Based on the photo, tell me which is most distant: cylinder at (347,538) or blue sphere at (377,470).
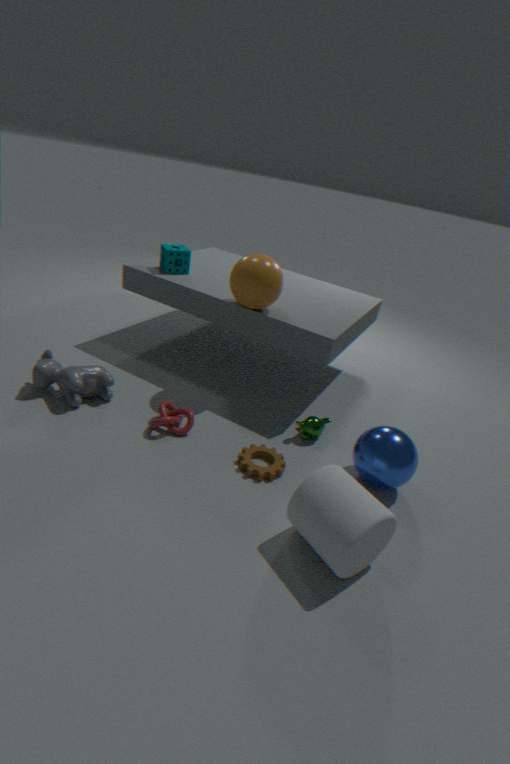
blue sphere at (377,470)
